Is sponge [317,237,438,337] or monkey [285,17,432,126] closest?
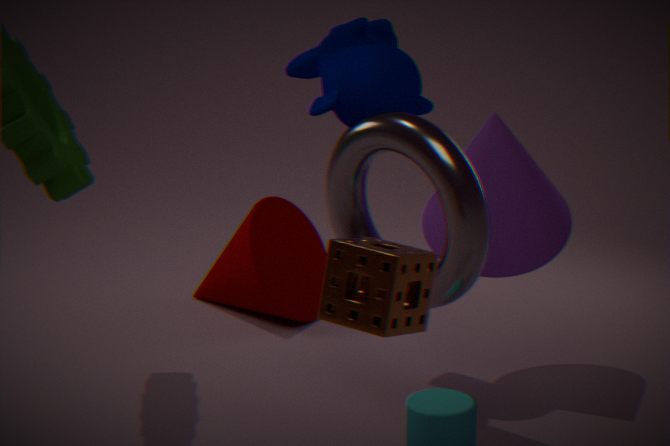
sponge [317,237,438,337]
